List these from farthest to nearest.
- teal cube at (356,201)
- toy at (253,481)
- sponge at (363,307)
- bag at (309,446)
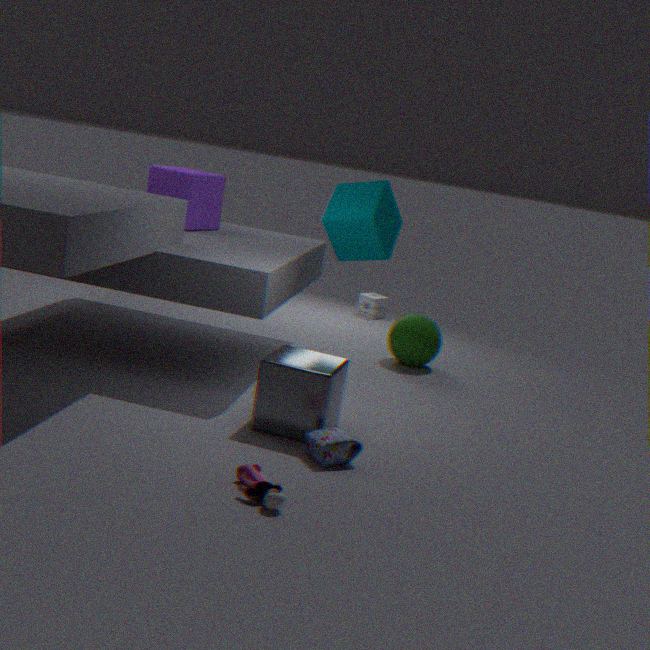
sponge at (363,307) < teal cube at (356,201) < bag at (309,446) < toy at (253,481)
